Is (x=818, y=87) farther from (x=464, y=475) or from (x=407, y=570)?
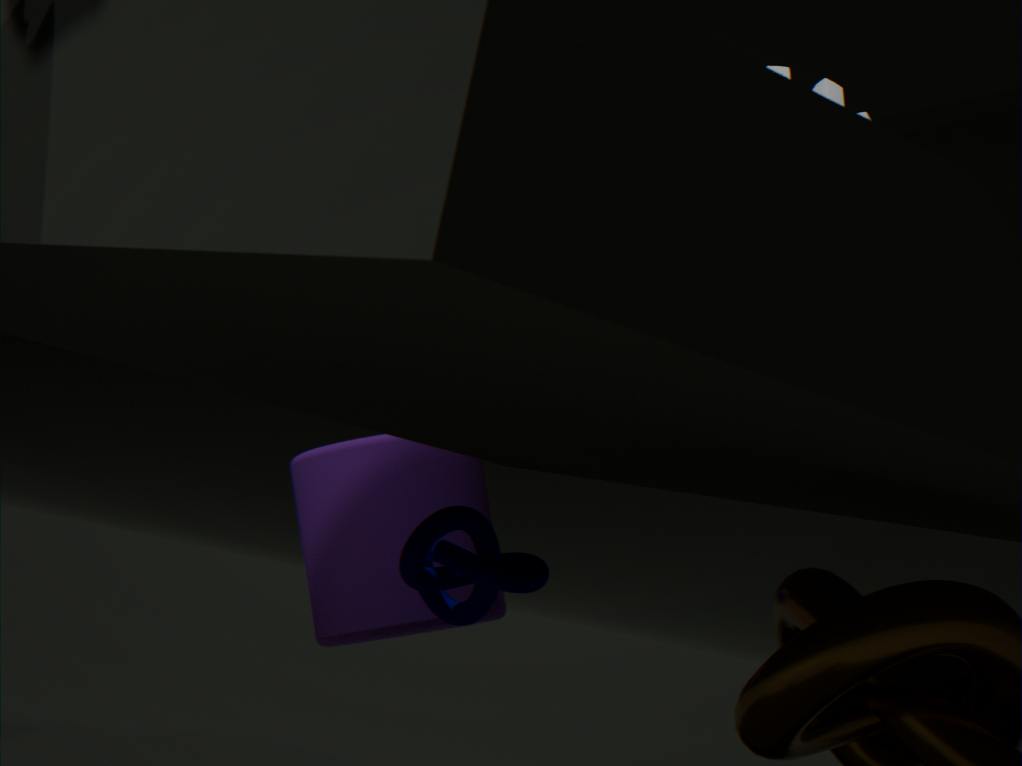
(x=464, y=475)
